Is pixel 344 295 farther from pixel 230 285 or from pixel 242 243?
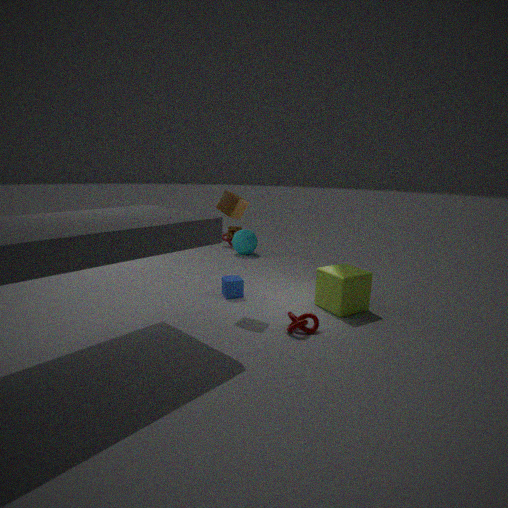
pixel 242 243
